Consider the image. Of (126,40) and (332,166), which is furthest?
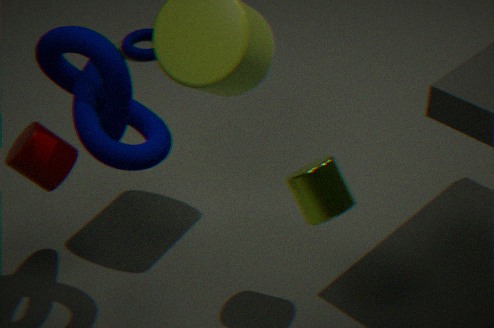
(126,40)
